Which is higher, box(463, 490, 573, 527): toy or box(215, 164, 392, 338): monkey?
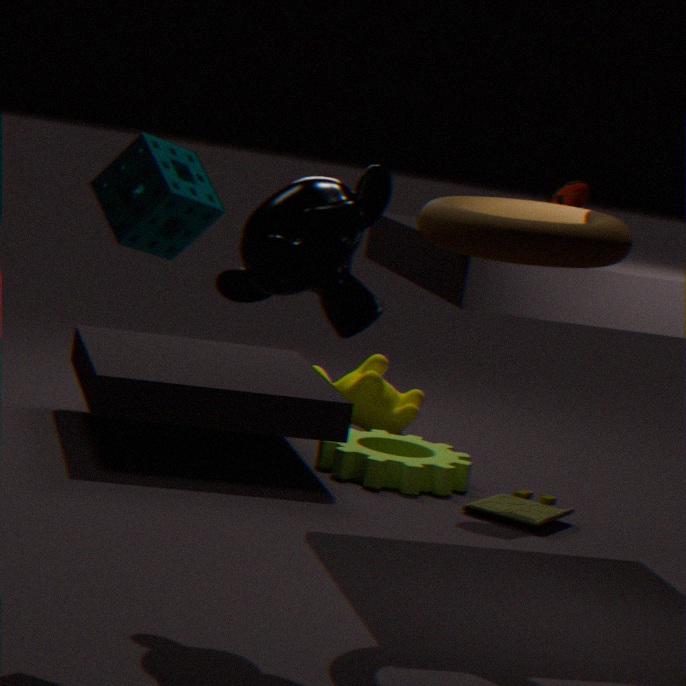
box(215, 164, 392, 338): monkey
